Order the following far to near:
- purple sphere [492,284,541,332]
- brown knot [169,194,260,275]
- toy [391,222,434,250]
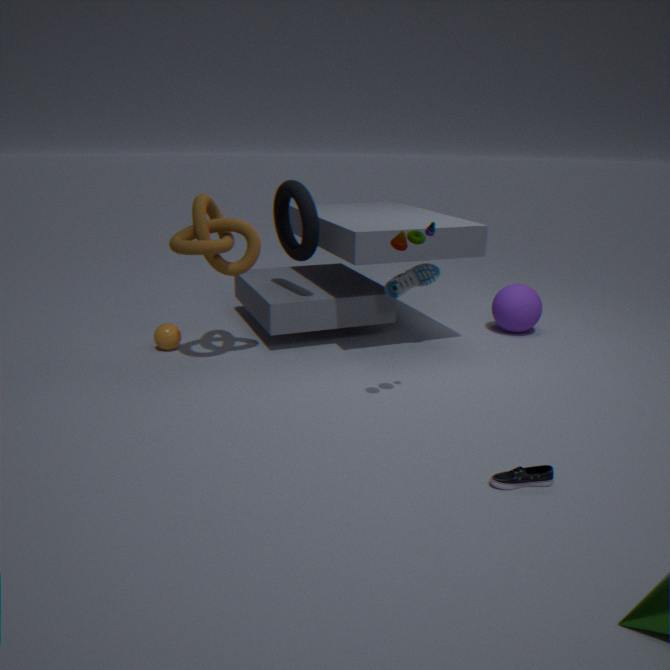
purple sphere [492,284,541,332] → brown knot [169,194,260,275] → toy [391,222,434,250]
